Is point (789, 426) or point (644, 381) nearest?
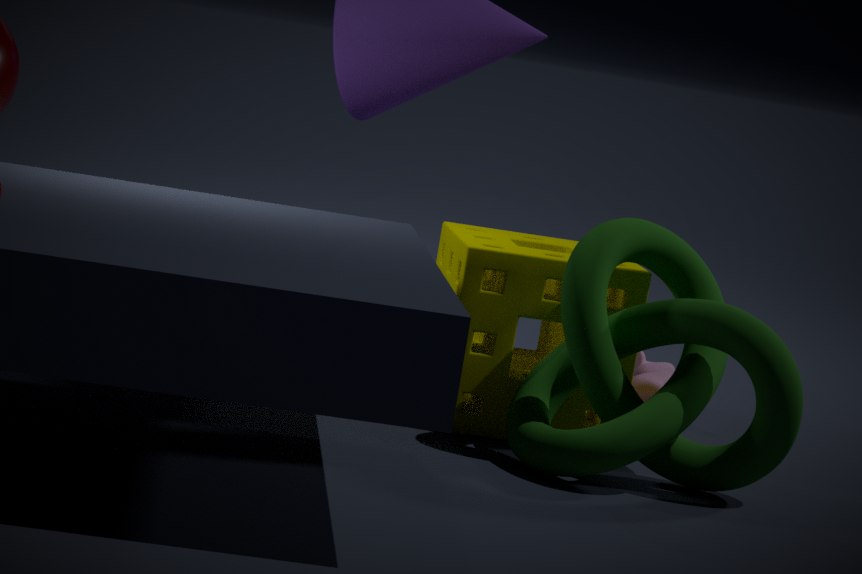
point (789, 426)
